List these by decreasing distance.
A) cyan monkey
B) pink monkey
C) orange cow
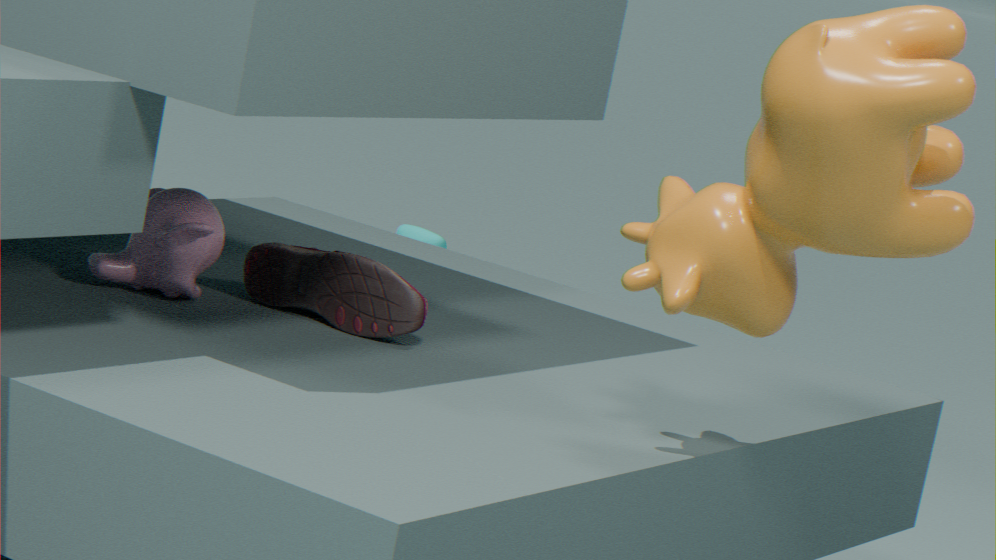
cyan monkey, pink monkey, orange cow
